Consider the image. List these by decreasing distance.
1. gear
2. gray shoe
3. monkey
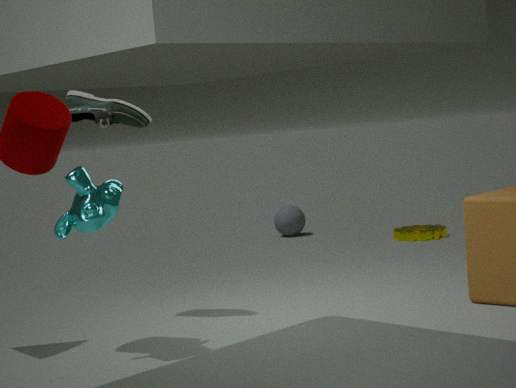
gear < gray shoe < monkey
